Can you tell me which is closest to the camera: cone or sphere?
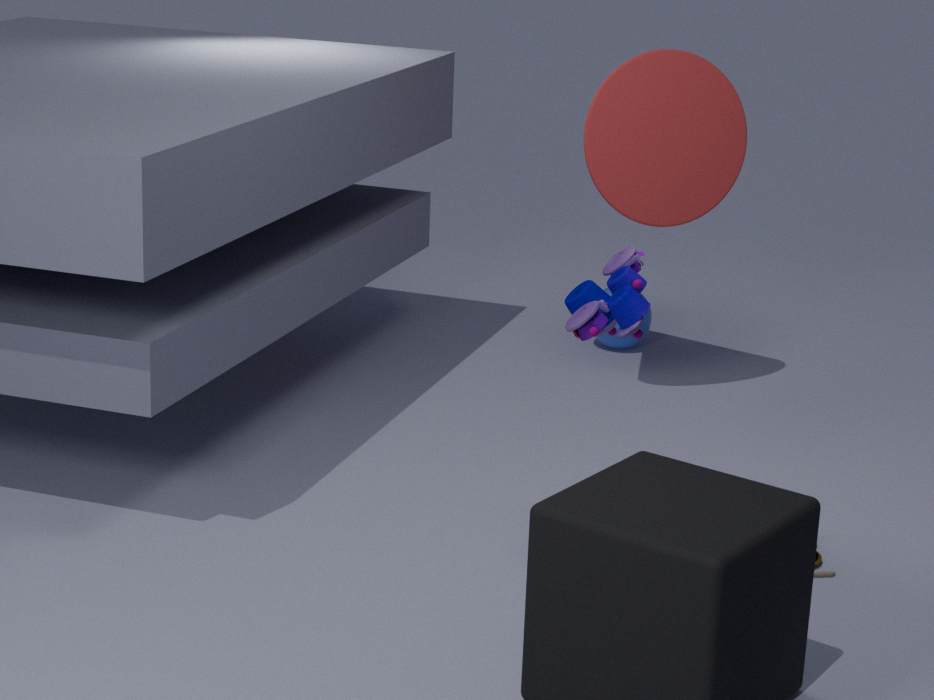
cone
